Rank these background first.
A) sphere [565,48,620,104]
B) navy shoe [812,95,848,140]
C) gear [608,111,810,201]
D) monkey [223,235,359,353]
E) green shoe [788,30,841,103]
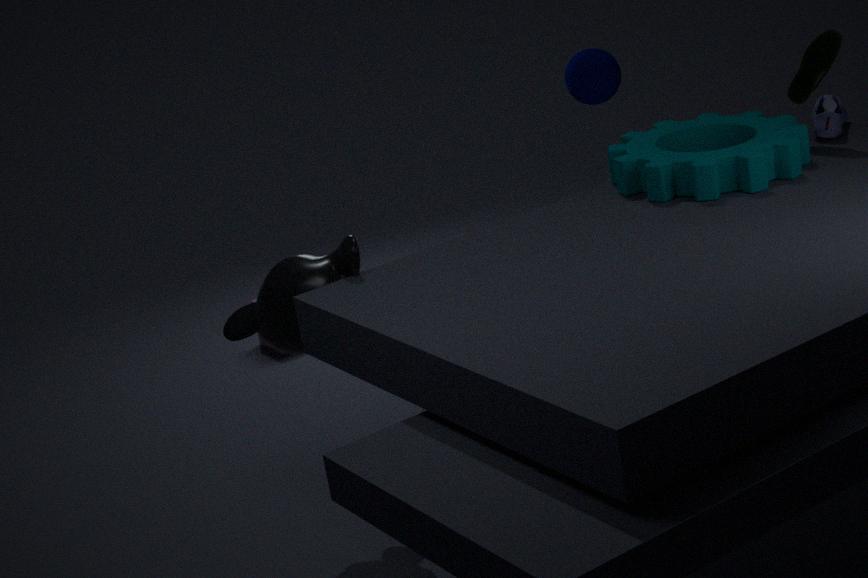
sphere [565,48,620,104], navy shoe [812,95,848,140], green shoe [788,30,841,103], gear [608,111,810,201], monkey [223,235,359,353]
